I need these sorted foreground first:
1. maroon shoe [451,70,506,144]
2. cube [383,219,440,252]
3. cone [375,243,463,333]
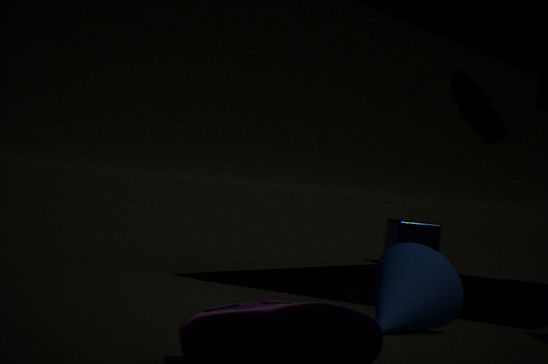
cone [375,243,463,333]
maroon shoe [451,70,506,144]
cube [383,219,440,252]
